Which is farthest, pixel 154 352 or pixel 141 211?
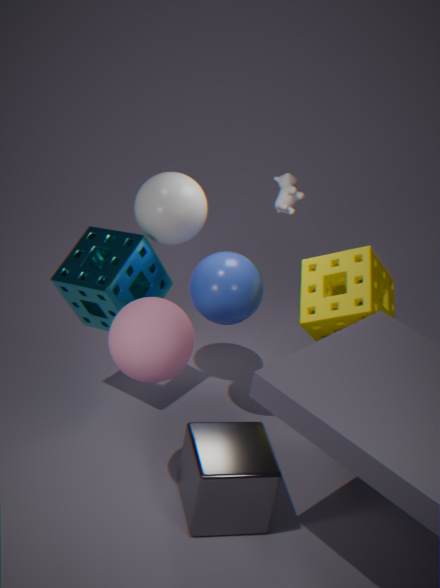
pixel 141 211
